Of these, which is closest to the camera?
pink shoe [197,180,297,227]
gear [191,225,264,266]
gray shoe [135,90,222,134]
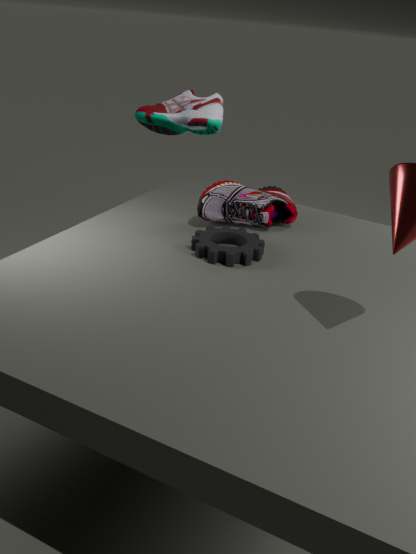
gear [191,225,264,266]
